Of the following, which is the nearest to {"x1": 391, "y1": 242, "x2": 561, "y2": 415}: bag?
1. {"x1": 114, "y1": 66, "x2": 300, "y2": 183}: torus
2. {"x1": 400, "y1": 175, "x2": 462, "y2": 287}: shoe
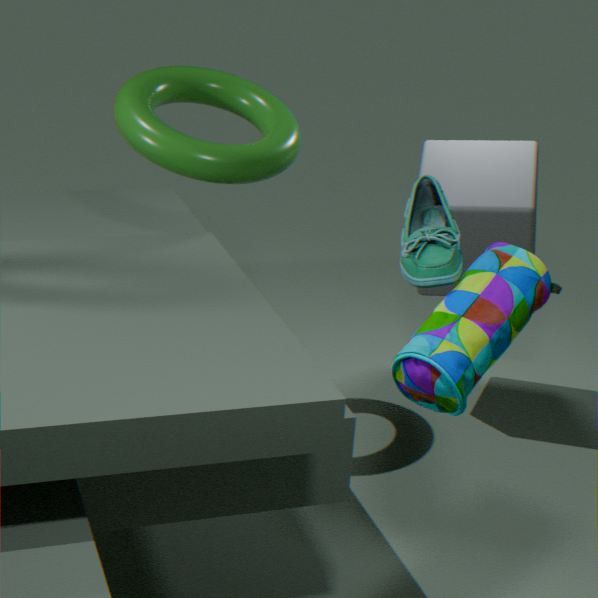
{"x1": 400, "y1": 175, "x2": 462, "y2": 287}: shoe
